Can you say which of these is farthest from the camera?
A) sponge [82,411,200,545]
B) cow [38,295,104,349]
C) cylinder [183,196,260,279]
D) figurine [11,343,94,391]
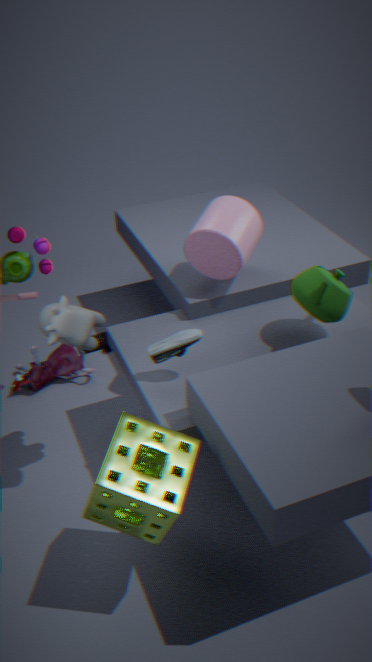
figurine [11,343,94,391]
